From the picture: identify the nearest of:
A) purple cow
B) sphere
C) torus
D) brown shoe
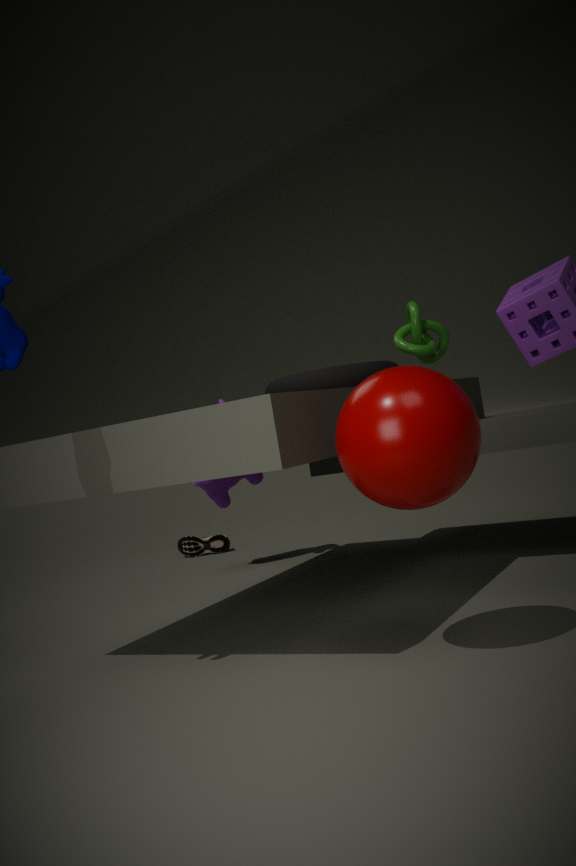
sphere
